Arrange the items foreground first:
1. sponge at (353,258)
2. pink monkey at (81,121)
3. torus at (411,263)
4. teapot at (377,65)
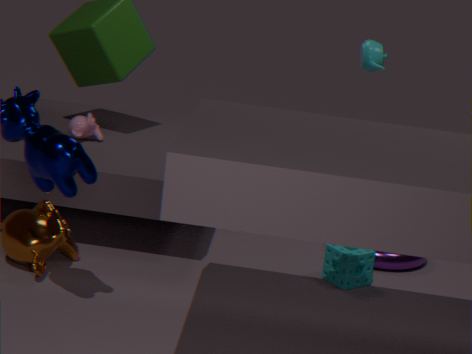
sponge at (353,258)
teapot at (377,65)
torus at (411,263)
pink monkey at (81,121)
